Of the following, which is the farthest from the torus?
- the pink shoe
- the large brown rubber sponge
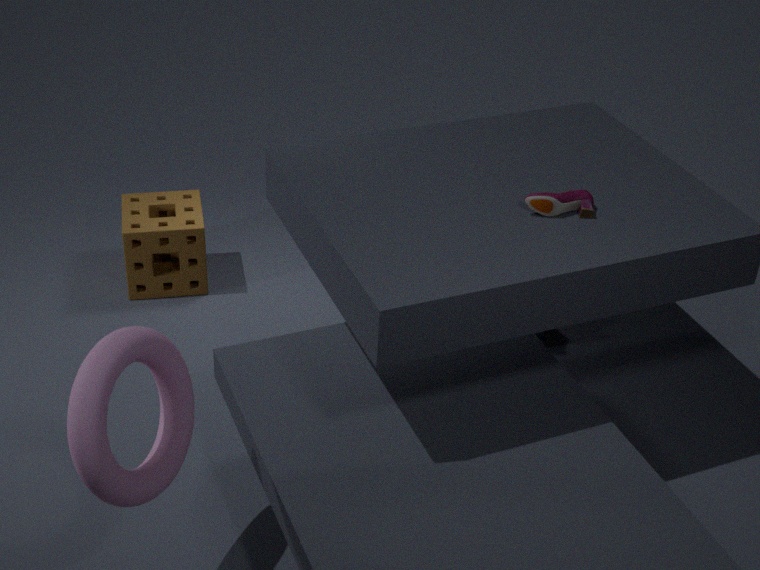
the large brown rubber sponge
